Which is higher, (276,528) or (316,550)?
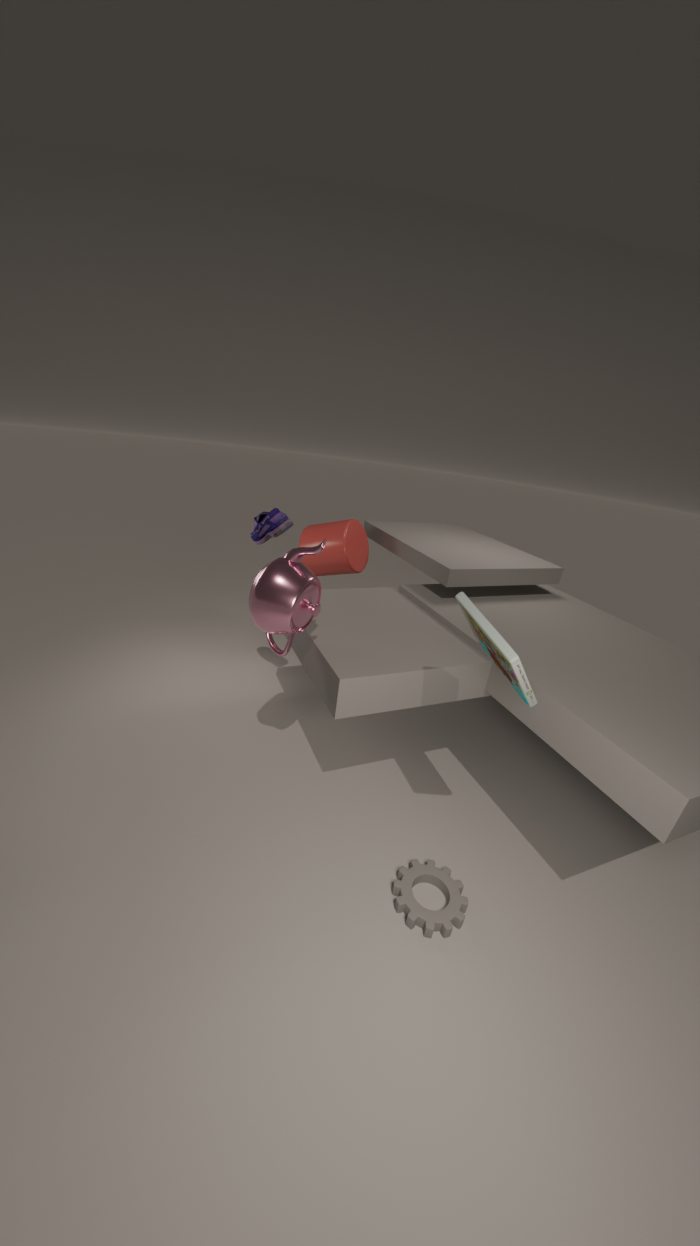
(276,528)
